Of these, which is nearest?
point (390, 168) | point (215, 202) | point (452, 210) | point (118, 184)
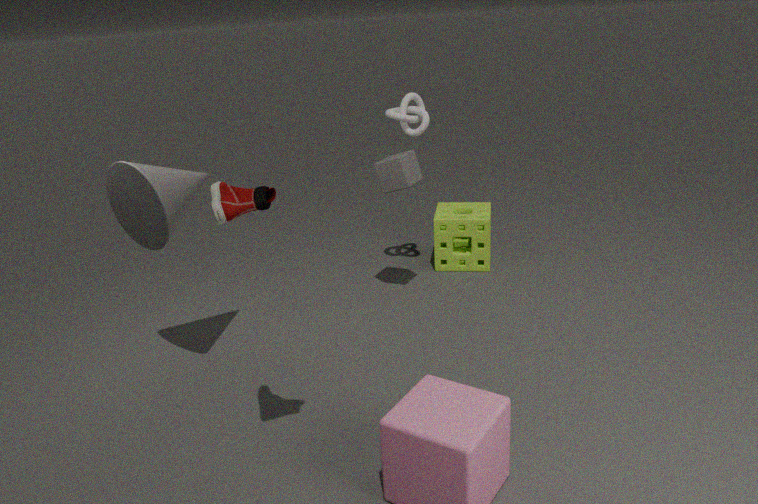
point (215, 202)
